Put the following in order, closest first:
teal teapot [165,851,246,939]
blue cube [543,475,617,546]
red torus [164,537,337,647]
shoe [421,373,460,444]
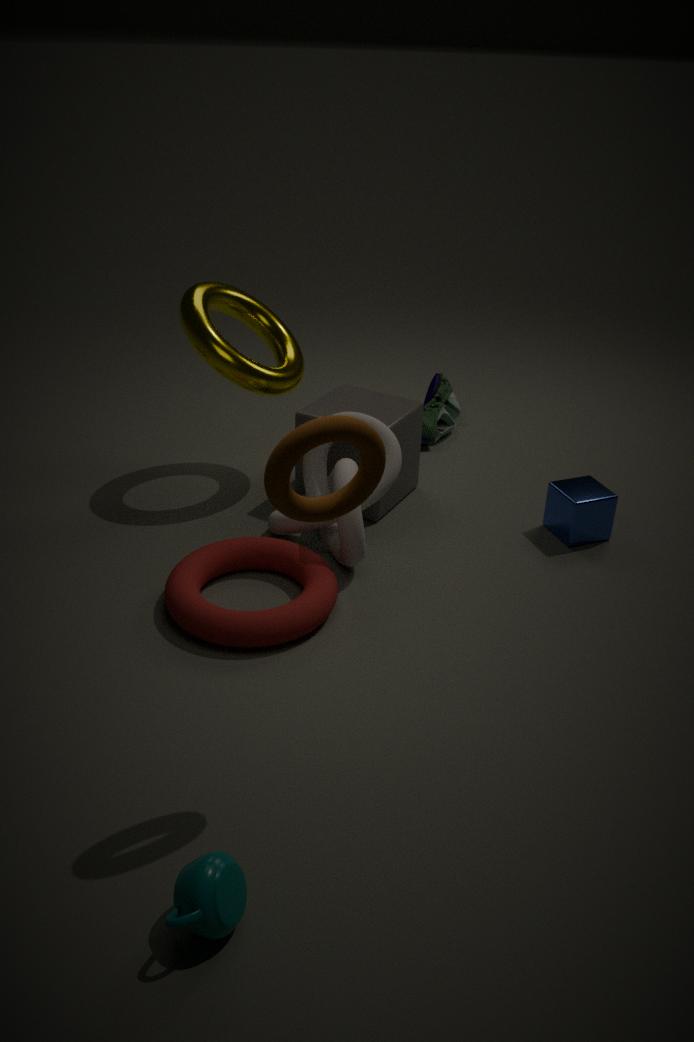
teal teapot [165,851,246,939]
red torus [164,537,337,647]
blue cube [543,475,617,546]
shoe [421,373,460,444]
